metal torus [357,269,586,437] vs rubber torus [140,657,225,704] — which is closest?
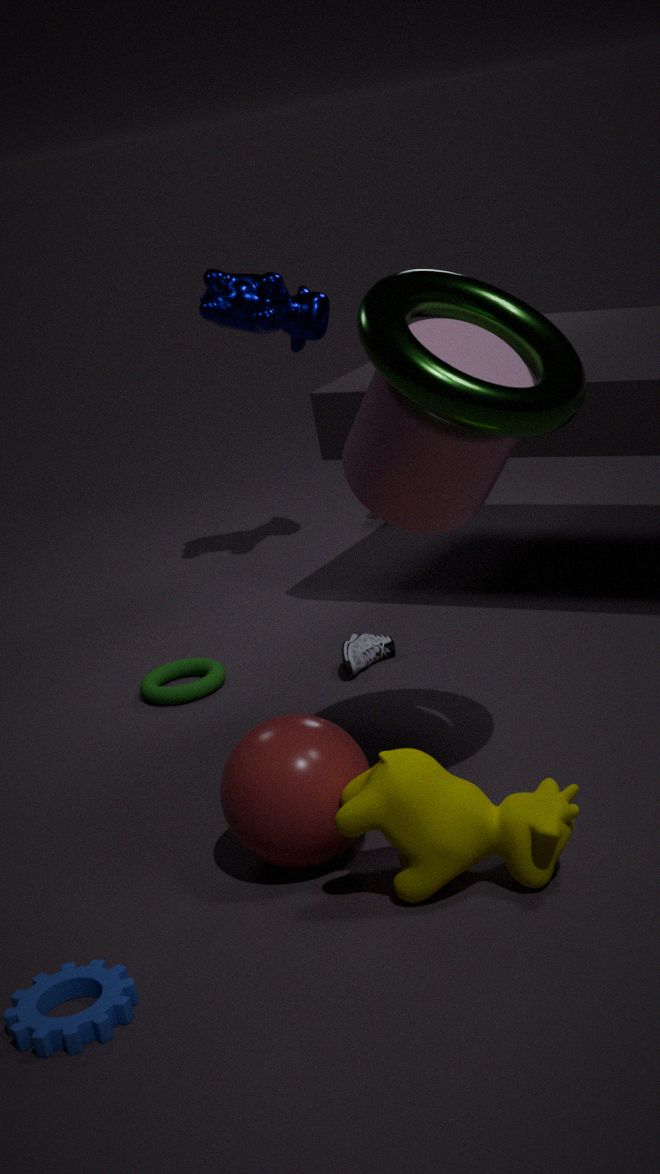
metal torus [357,269,586,437]
